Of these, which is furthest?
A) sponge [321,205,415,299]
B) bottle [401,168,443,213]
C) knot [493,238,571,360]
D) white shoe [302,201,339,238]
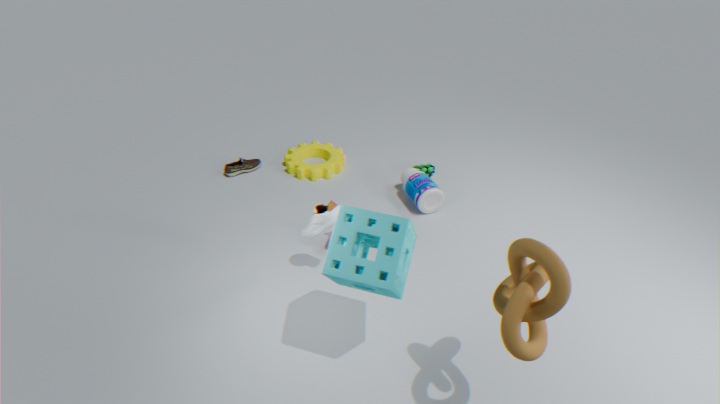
bottle [401,168,443,213]
